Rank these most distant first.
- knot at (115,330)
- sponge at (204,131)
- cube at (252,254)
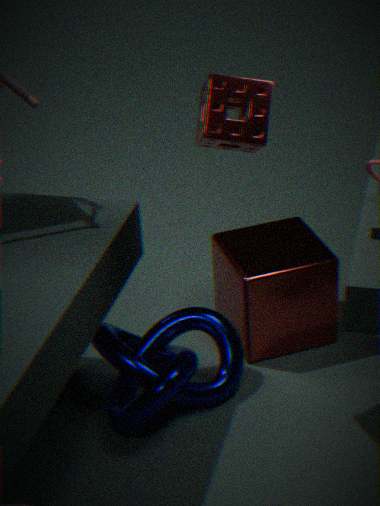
cube at (252,254) → knot at (115,330) → sponge at (204,131)
